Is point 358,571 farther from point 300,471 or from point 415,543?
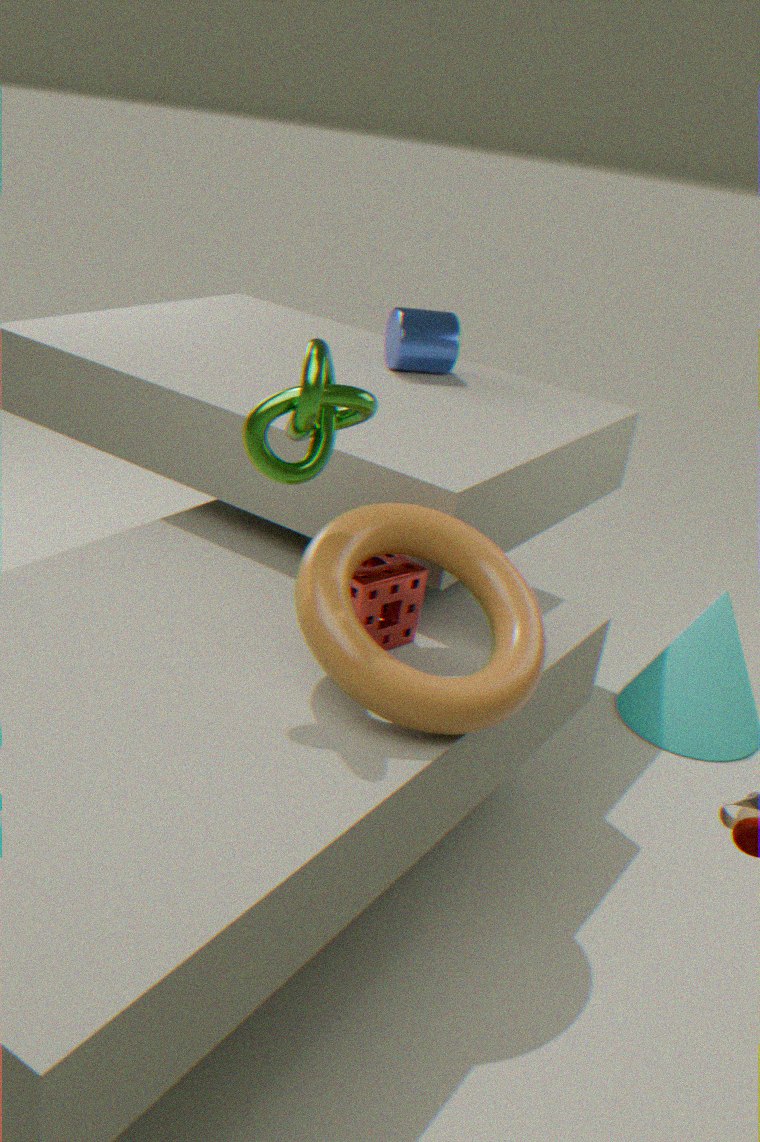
point 300,471
